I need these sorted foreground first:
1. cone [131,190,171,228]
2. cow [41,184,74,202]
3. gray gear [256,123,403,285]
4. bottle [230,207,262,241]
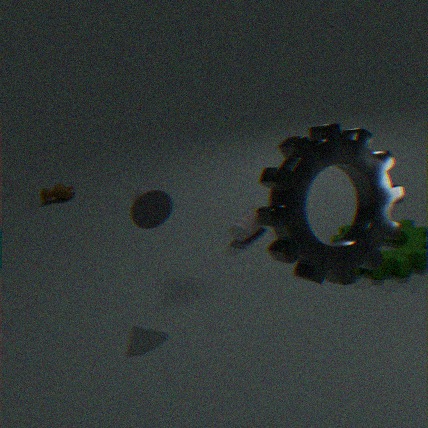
gray gear [256,123,403,285]
cone [131,190,171,228]
bottle [230,207,262,241]
cow [41,184,74,202]
